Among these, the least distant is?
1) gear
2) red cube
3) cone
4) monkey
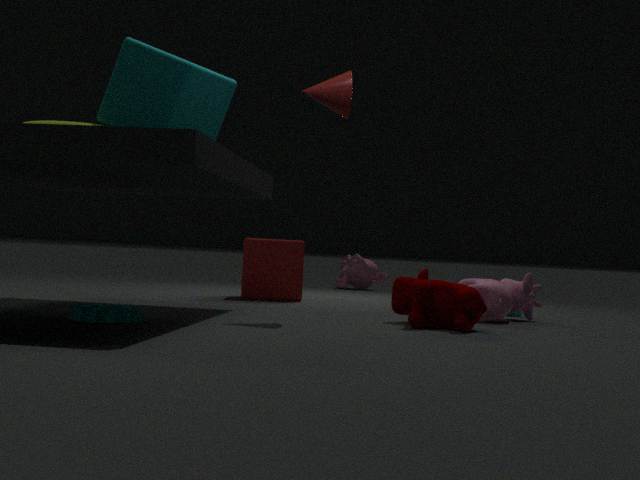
1. gear
